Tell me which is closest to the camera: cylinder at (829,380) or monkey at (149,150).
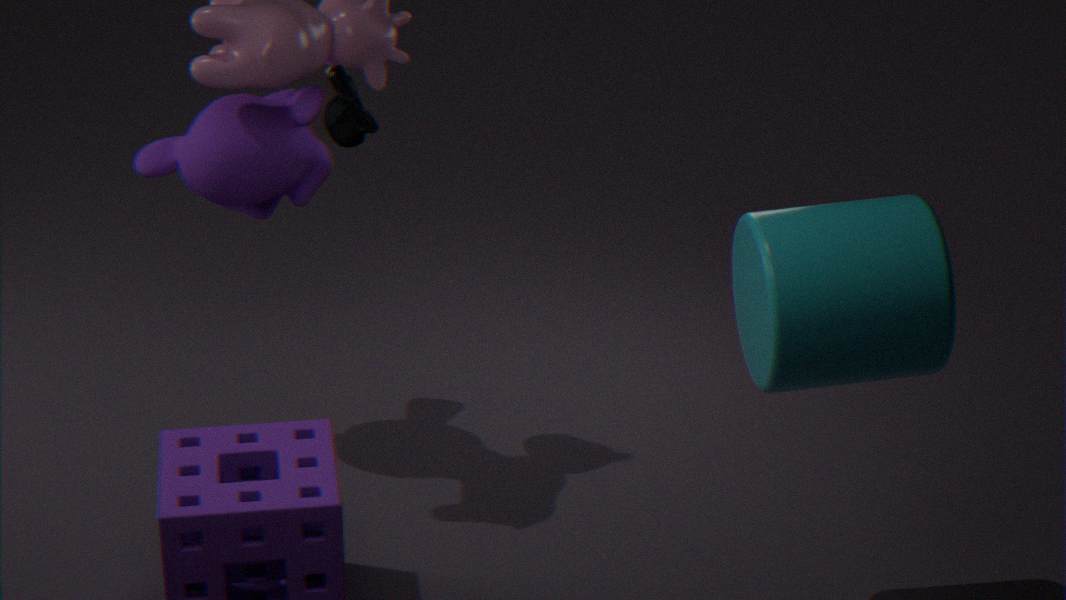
cylinder at (829,380)
